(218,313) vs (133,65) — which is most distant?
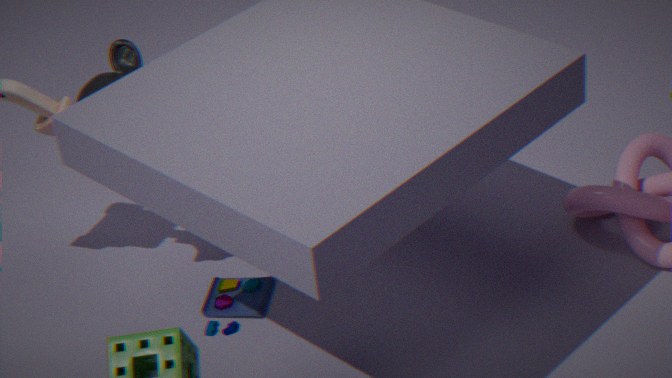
(218,313)
